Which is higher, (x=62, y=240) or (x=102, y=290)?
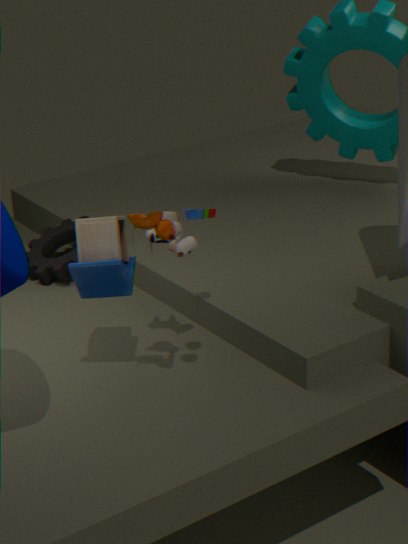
(x=102, y=290)
